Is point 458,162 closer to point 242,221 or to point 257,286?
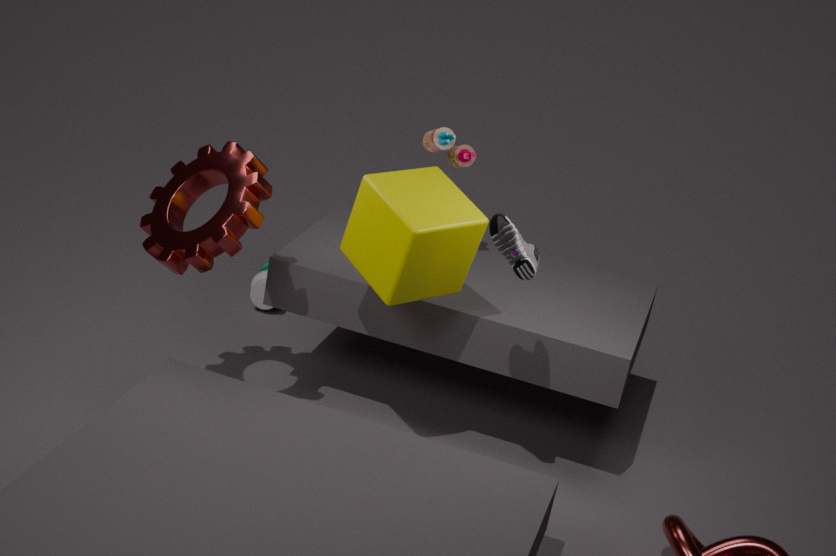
point 242,221
